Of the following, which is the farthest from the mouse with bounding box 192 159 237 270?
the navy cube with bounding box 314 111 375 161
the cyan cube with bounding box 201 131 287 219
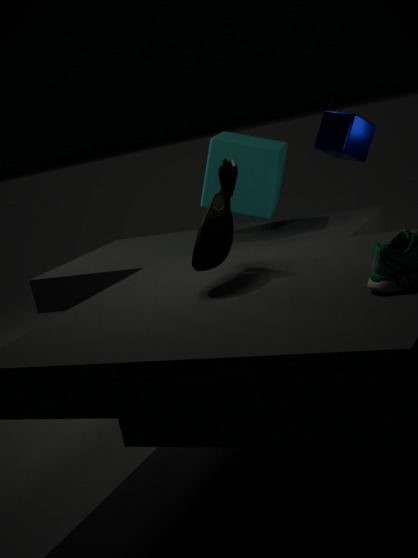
the cyan cube with bounding box 201 131 287 219
